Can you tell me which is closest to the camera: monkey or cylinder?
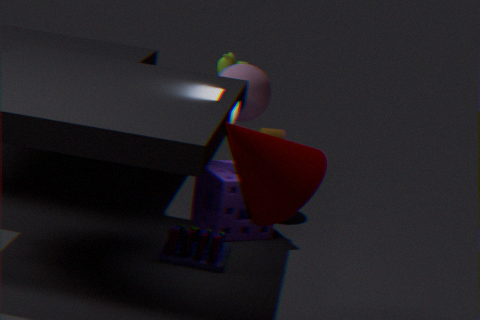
monkey
